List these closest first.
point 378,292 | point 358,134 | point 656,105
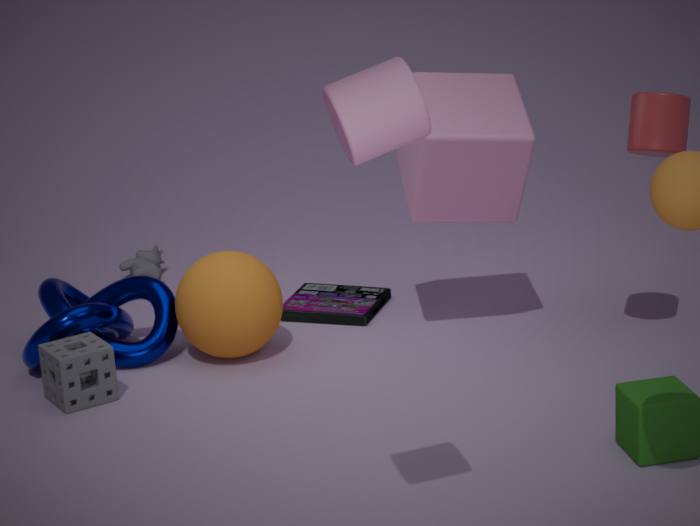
point 358,134 < point 656,105 < point 378,292
